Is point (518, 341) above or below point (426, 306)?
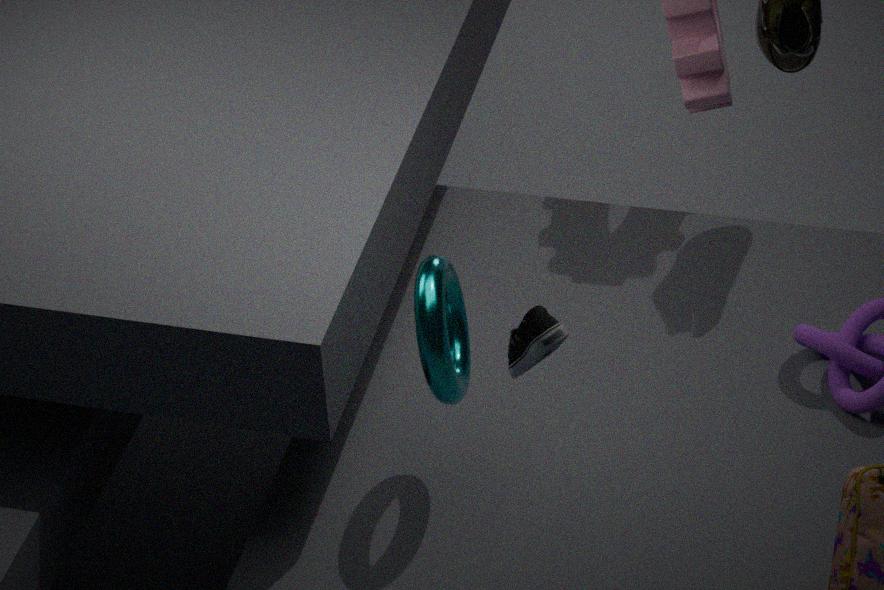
above
